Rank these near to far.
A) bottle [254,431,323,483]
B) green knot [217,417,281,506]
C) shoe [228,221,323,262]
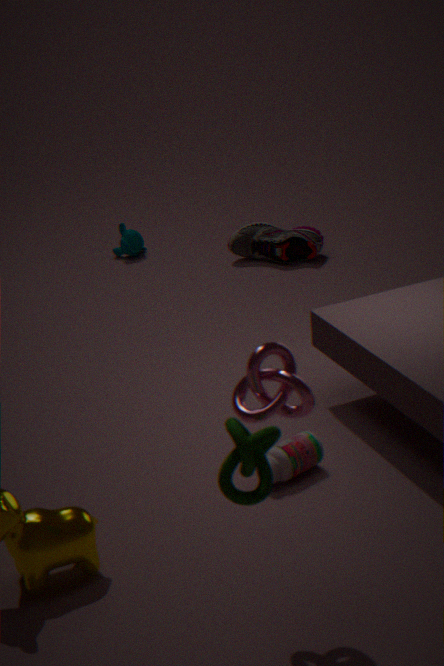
1. green knot [217,417,281,506]
2. bottle [254,431,323,483]
3. shoe [228,221,323,262]
